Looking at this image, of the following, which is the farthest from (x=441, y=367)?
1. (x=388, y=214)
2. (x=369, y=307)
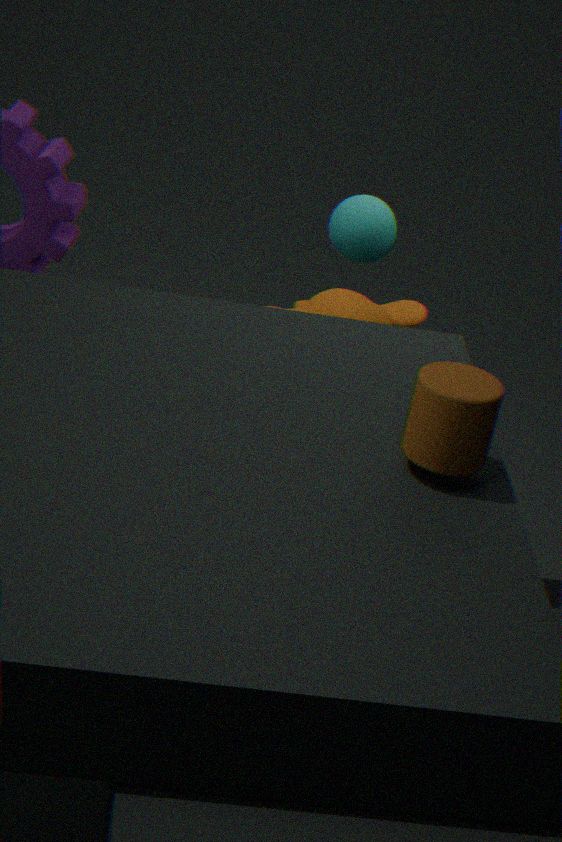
(x=369, y=307)
